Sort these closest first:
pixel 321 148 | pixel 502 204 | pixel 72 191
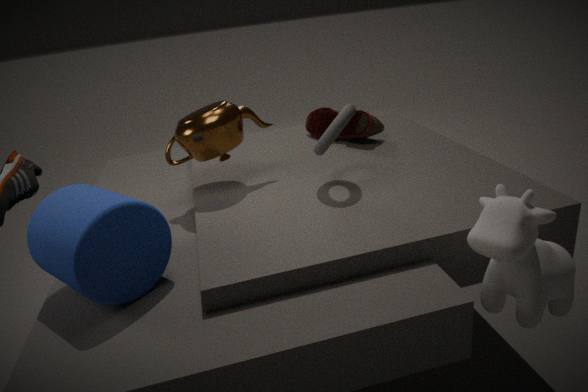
pixel 502 204 → pixel 72 191 → pixel 321 148
